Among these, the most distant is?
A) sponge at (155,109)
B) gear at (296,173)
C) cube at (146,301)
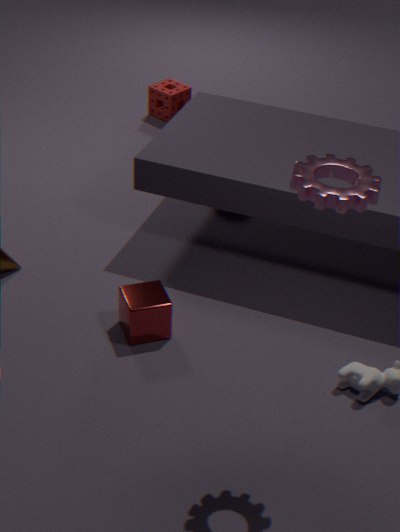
sponge at (155,109)
